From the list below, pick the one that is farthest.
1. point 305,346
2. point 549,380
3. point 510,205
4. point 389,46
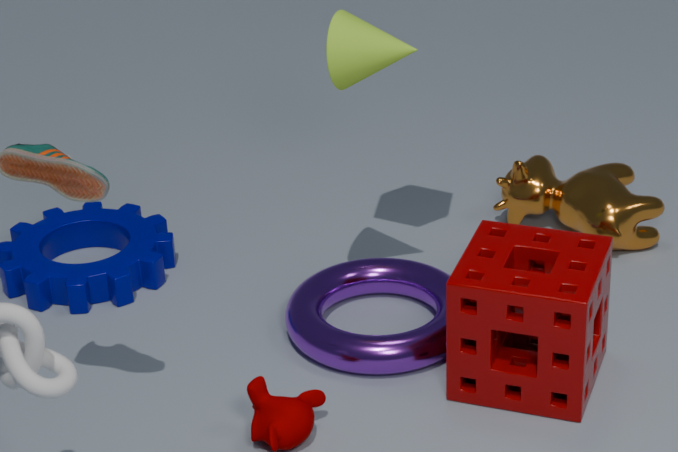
point 510,205
